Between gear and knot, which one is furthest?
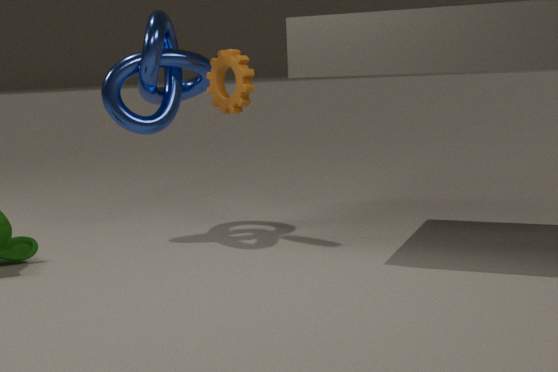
knot
